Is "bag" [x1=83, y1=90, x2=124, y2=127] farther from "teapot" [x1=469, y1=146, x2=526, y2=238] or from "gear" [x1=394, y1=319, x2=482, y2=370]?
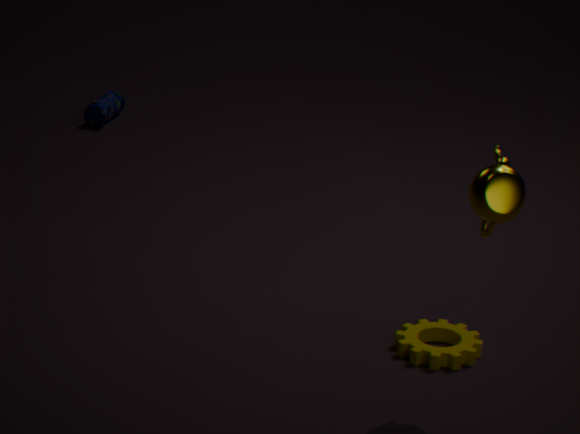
"teapot" [x1=469, y1=146, x2=526, y2=238]
